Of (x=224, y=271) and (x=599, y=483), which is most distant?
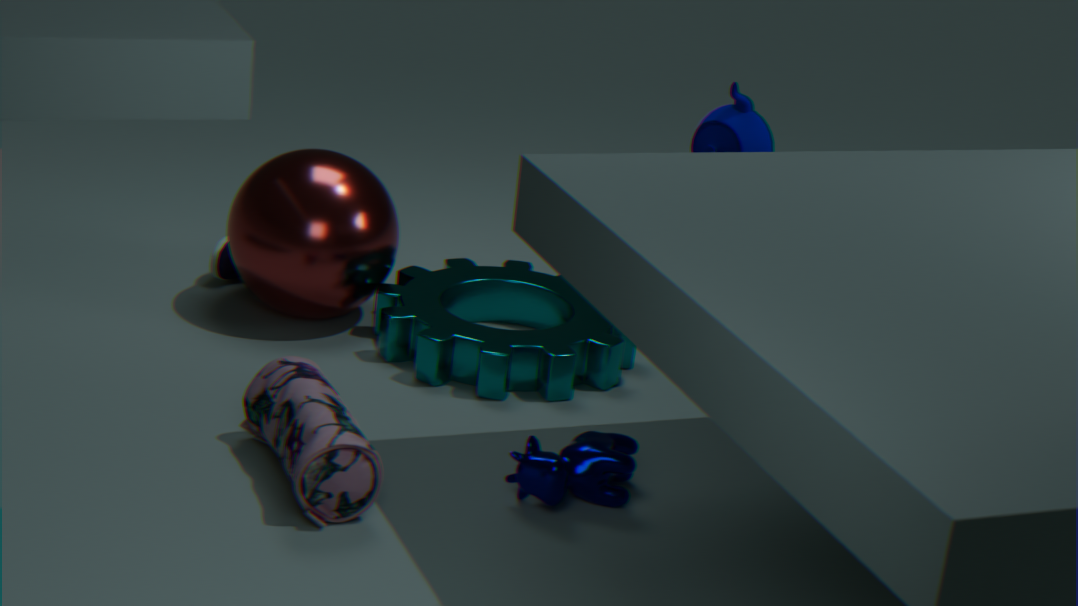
(x=224, y=271)
